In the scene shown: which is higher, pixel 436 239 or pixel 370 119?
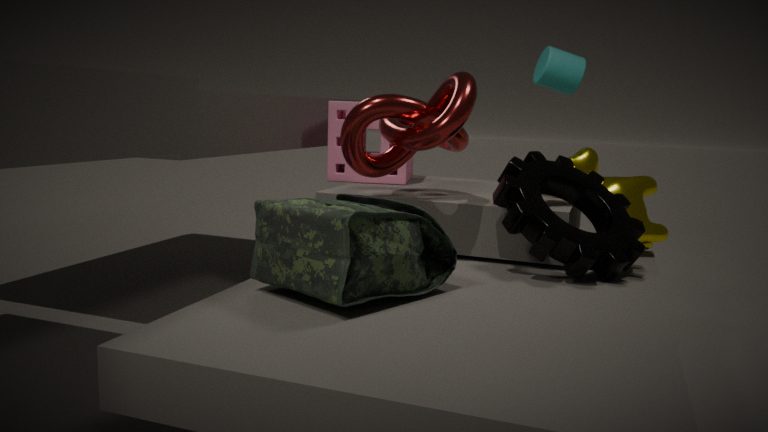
pixel 370 119
